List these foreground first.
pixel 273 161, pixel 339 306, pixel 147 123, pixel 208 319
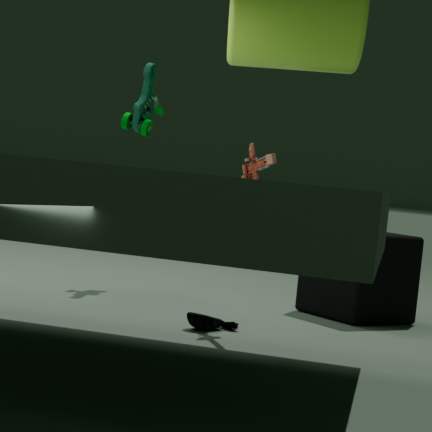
1. pixel 273 161
2. pixel 208 319
3. pixel 339 306
4. pixel 147 123
